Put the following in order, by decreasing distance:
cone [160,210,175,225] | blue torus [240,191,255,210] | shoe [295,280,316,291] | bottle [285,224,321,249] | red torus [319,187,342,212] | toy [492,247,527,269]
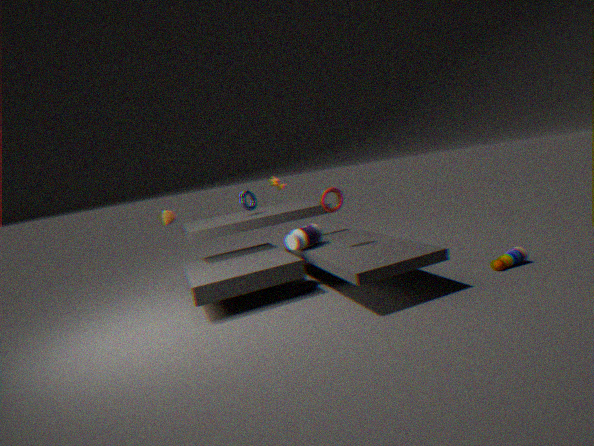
1. cone [160,210,175,225]
2. blue torus [240,191,255,210]
3. bottle [285,224,321,249]
4. shoe [295,280,316,291]
5. red torus [319,187,342,212]
6. toy [492,247,527,269]
